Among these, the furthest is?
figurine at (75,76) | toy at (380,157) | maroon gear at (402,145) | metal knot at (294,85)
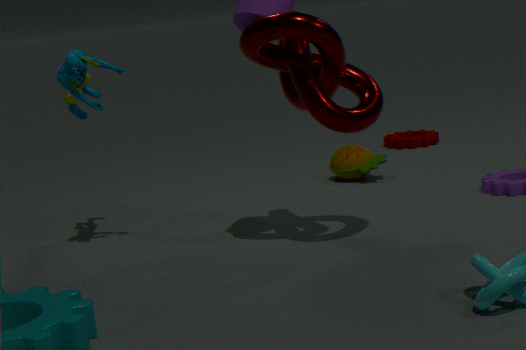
maroon gear at (402,145)
